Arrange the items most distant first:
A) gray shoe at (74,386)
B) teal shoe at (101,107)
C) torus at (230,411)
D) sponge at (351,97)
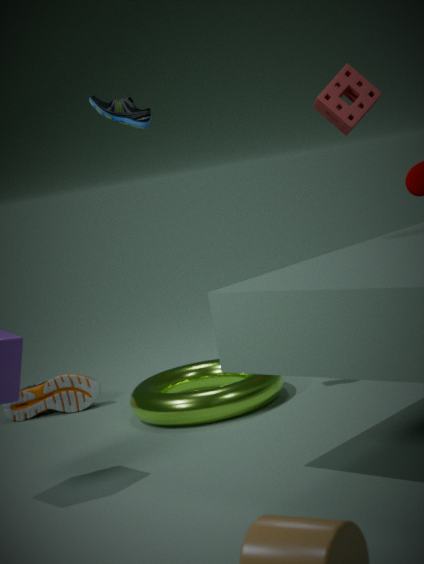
sponge at (351,97) < gray shoe at (74,386) < torus at (230,411) < teal shoe at (101,107)
